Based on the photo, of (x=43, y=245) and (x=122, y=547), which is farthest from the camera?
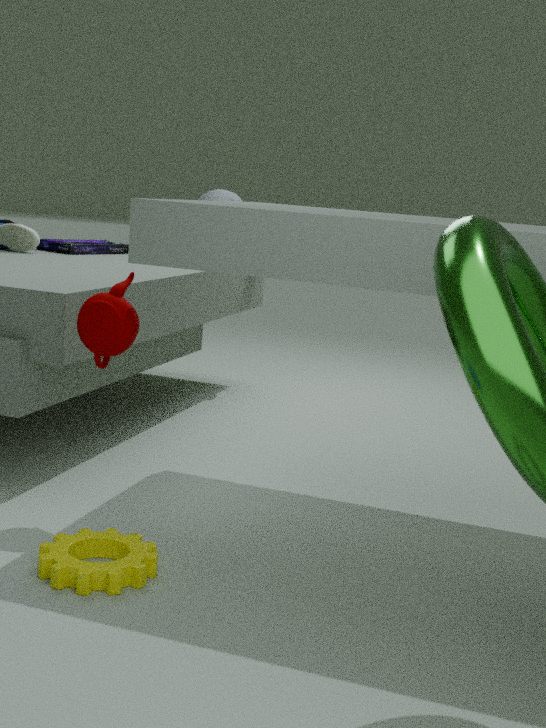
(x=43, y=245)
